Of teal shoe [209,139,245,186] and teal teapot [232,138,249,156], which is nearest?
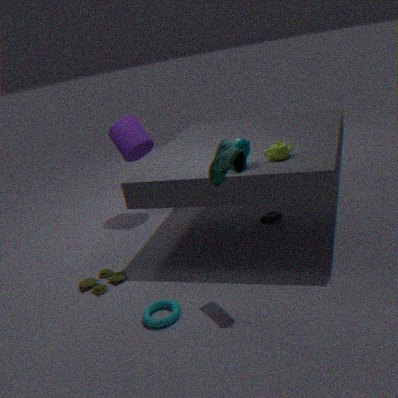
teal shoe [209,139,245,186]
